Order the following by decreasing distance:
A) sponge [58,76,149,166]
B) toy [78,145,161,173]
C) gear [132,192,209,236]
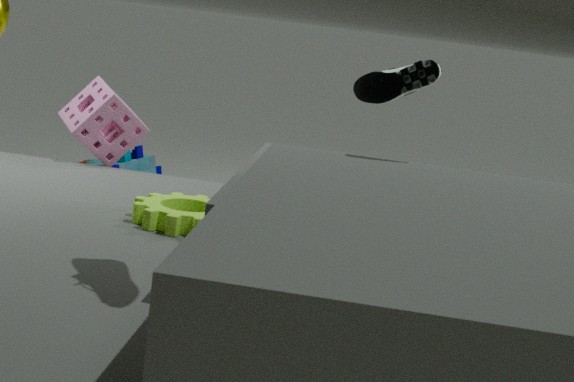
toy [78,145,161,173] → sponge [58,76,149,166] → gear [132,192,209,236]
